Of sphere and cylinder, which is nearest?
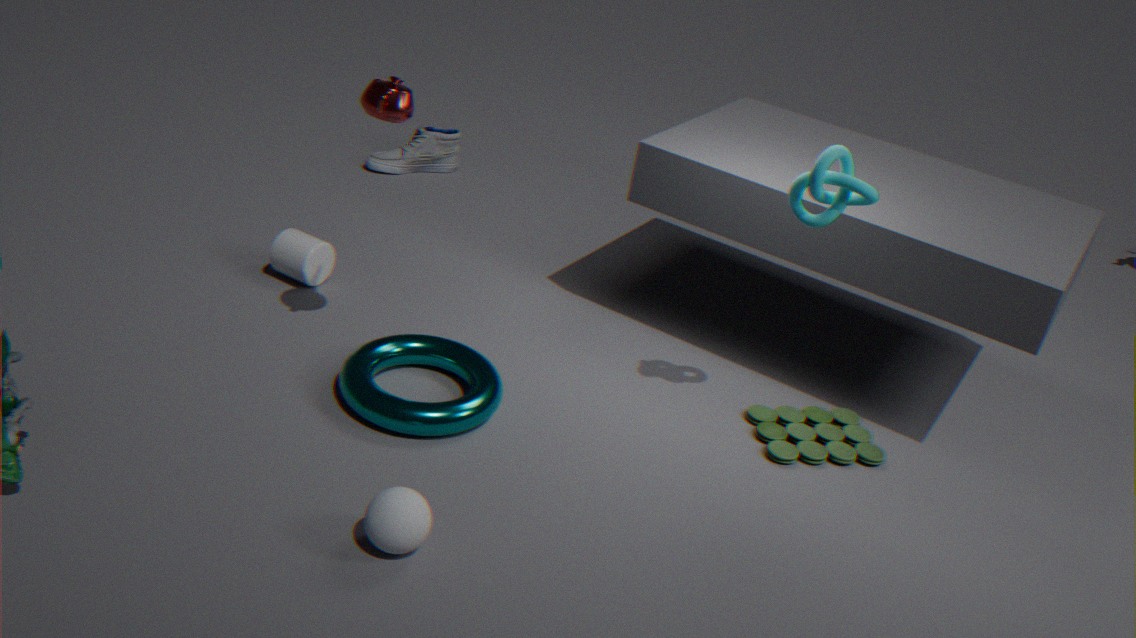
sphere
